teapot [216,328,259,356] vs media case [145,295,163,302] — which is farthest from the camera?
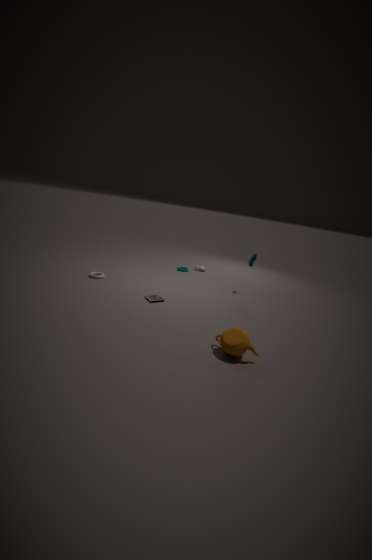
media case [145,295,163,302]
